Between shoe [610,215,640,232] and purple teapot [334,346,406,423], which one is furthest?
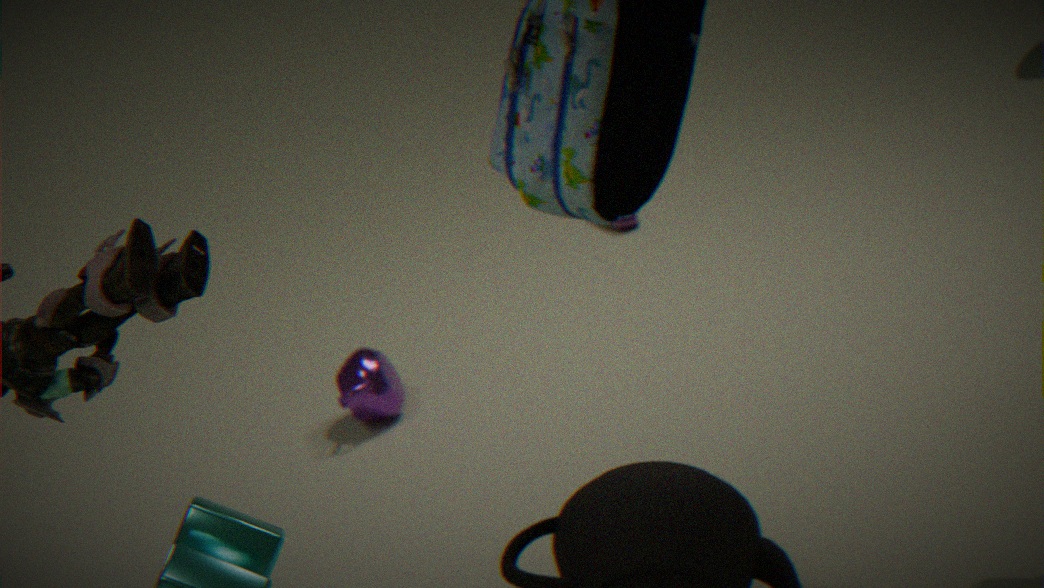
shoe [610,215,640,232]
